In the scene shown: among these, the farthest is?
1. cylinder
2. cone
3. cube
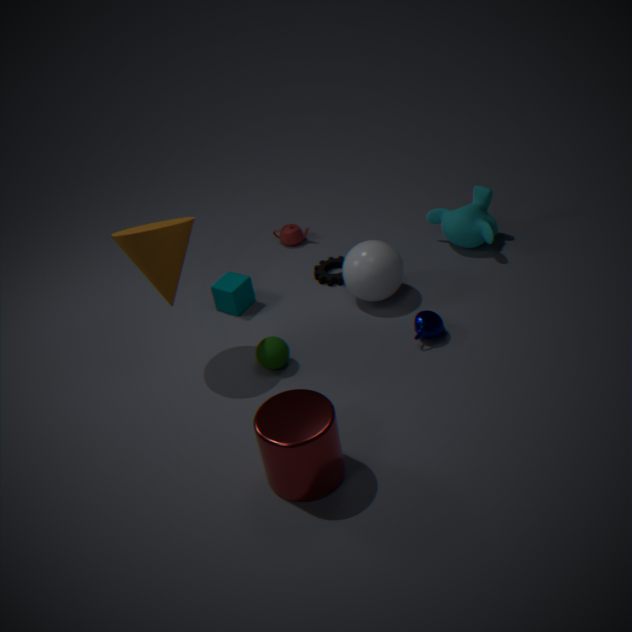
cube
